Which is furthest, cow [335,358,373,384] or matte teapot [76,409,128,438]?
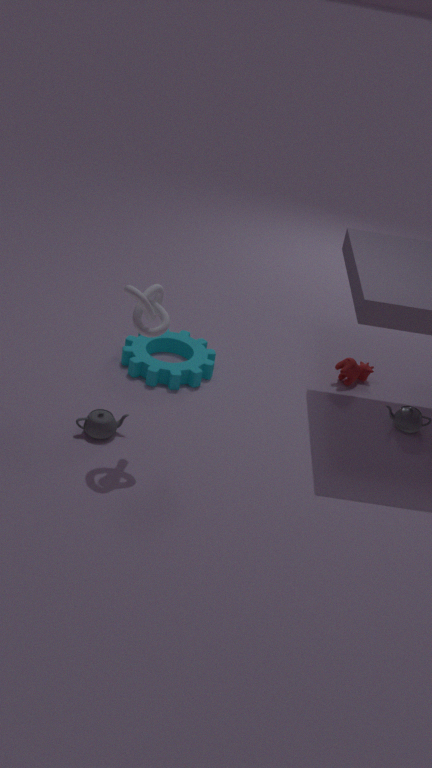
cow [335,358,373,384]
